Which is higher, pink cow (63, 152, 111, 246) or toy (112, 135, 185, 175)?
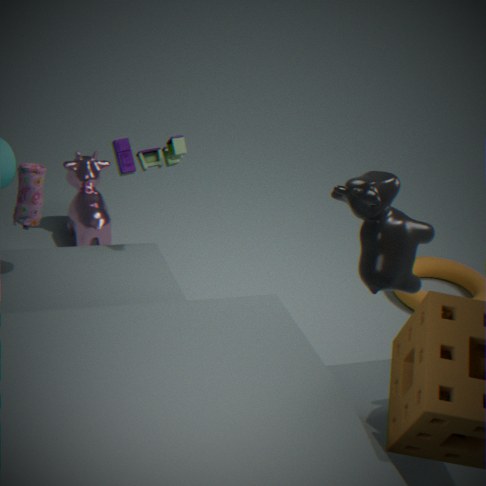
toy (112, 135, 185, 175)
